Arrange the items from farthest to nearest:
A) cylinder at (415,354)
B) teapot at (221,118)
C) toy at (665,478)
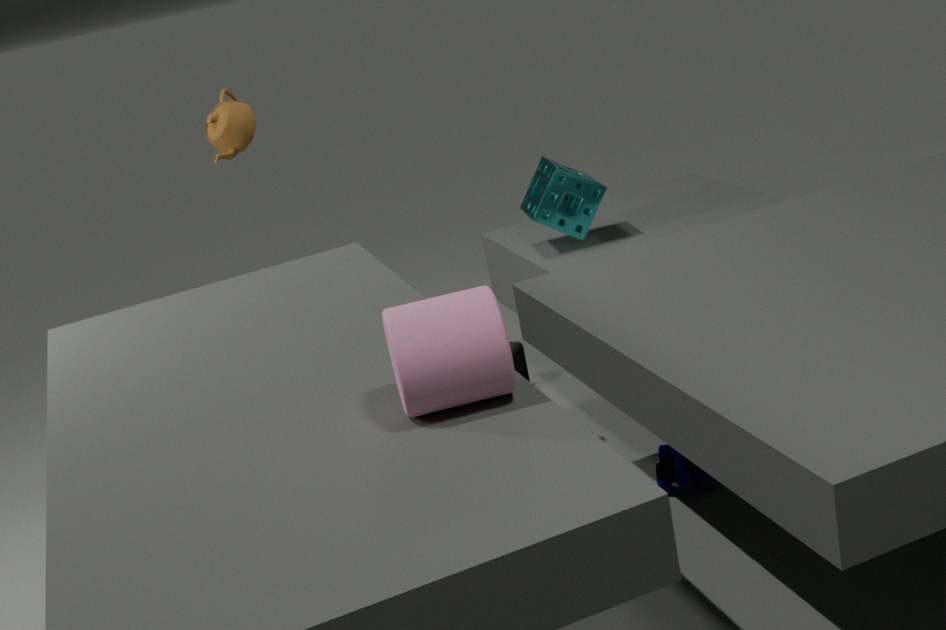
1. teapot at (221,118)
2. toy at (665,478)
3. cylinder at (415,354)
